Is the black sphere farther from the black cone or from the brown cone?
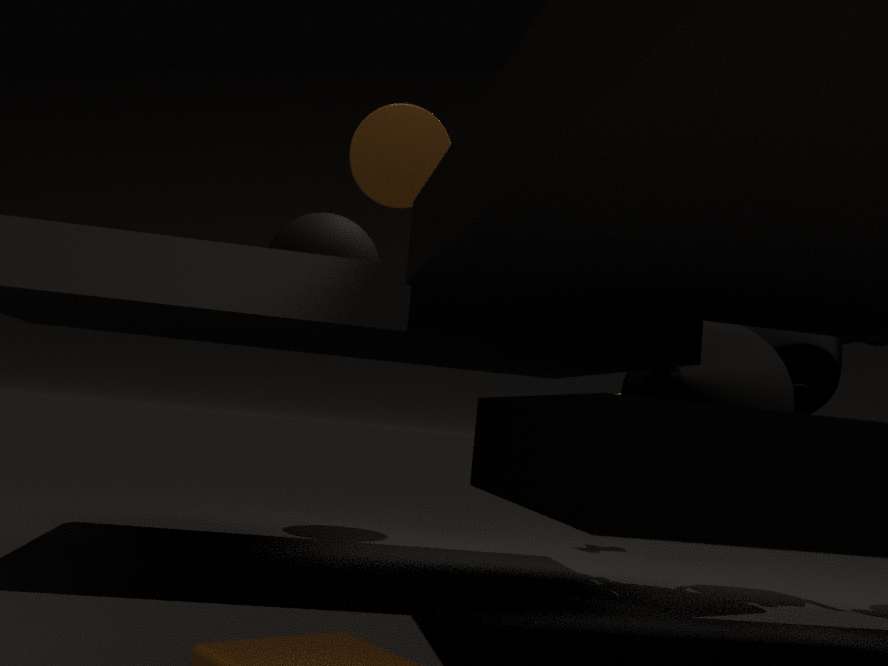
the black cone
